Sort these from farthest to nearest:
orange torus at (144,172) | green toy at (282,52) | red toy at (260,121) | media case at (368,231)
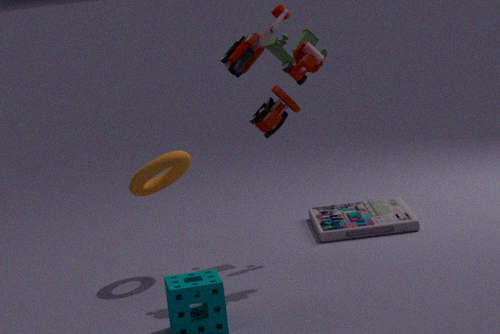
media case at (368,231) < green toy at (282,52) < orange torus at (144,172) < red toy at (260,121)
